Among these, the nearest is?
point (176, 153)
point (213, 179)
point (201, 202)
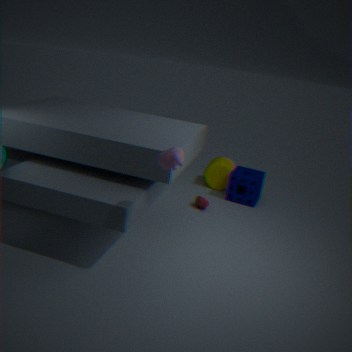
point (176, 153)
